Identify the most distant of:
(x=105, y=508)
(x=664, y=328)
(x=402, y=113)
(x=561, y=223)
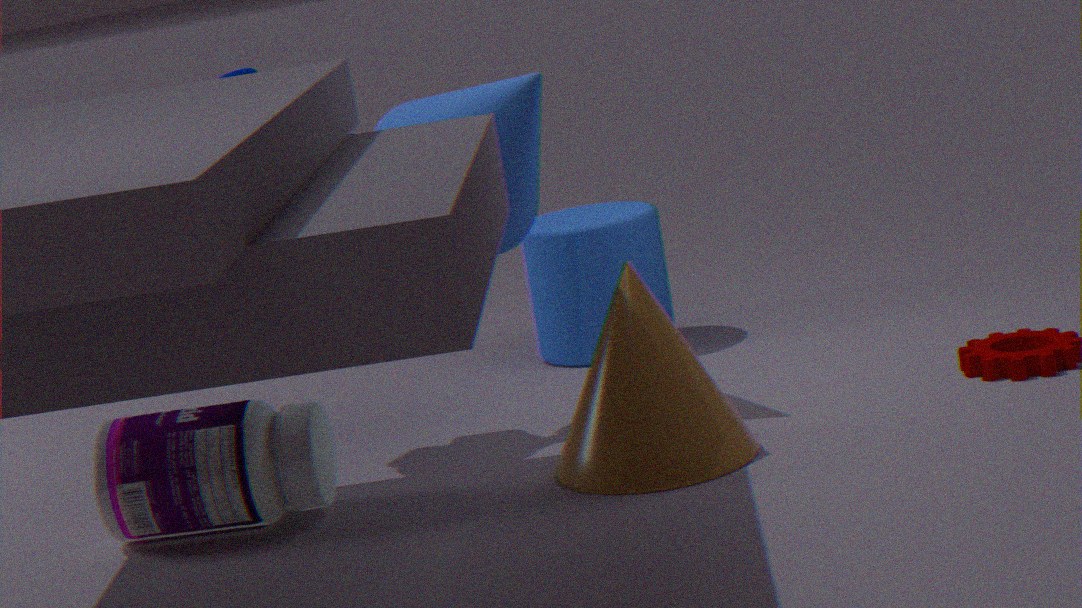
(x=561, y=223)
